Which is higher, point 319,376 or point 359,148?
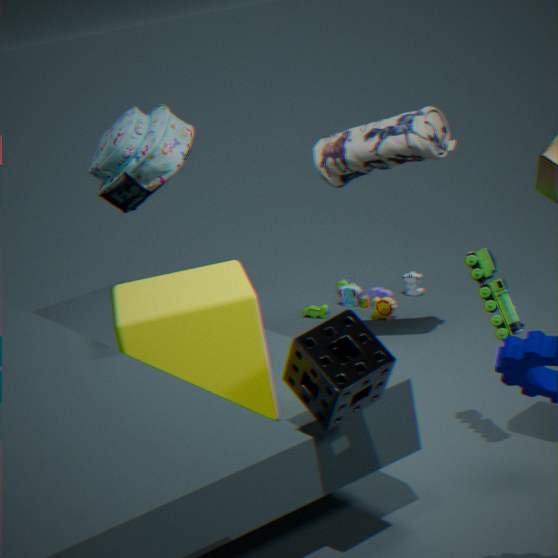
point 359,148
